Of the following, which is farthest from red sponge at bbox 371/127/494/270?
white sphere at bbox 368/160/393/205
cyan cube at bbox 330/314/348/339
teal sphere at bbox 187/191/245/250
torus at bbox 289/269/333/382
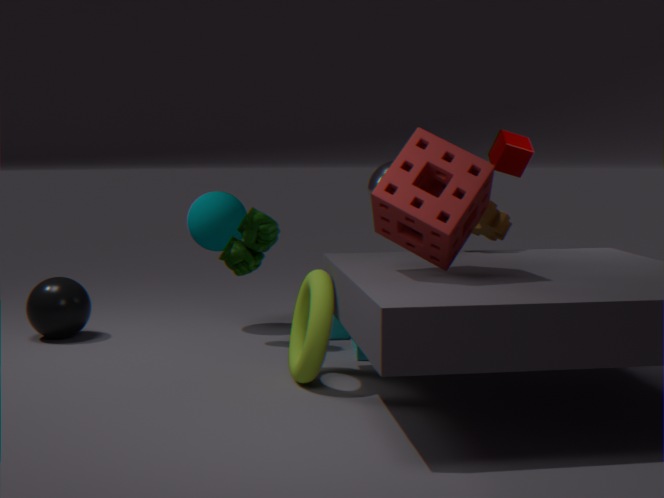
teal sphere at bbox 187/191/245/250
